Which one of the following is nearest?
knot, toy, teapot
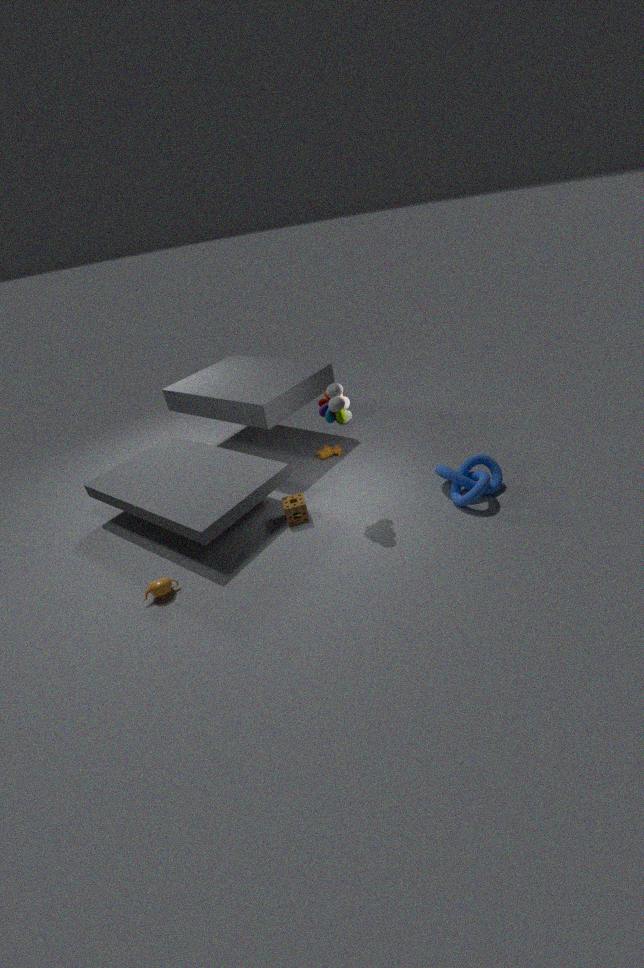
teapot
